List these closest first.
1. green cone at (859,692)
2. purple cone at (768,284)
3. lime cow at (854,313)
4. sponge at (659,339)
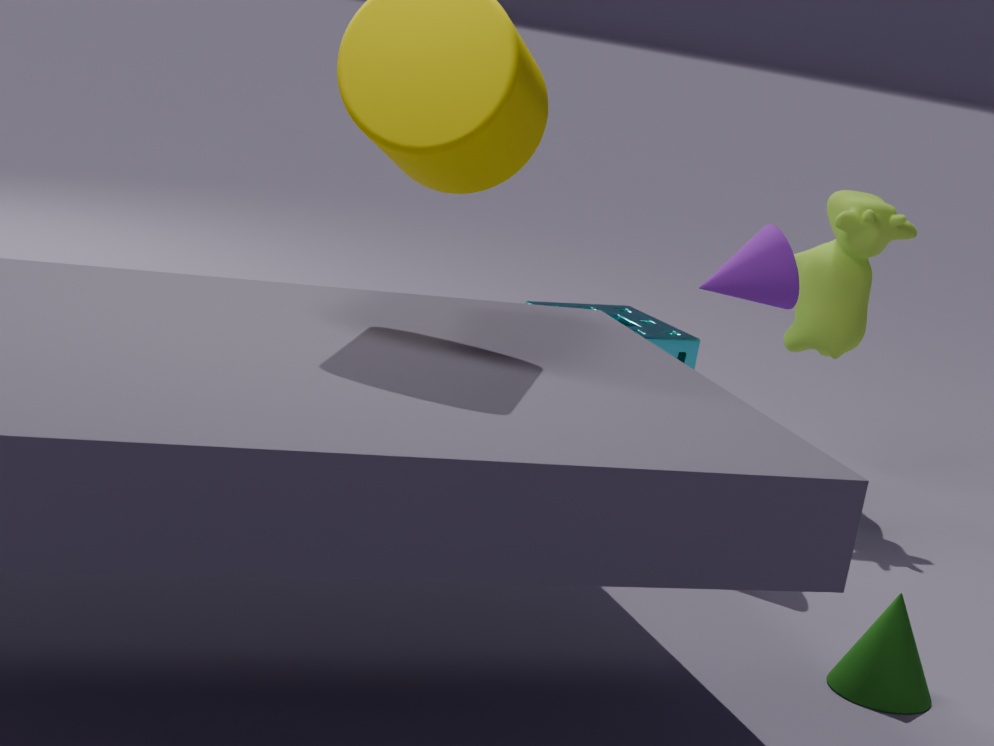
1. green cone at (859,692)
2. purple cone at (768,284)
3. lime cow at (854,313)
4. sponge at (659,339)
